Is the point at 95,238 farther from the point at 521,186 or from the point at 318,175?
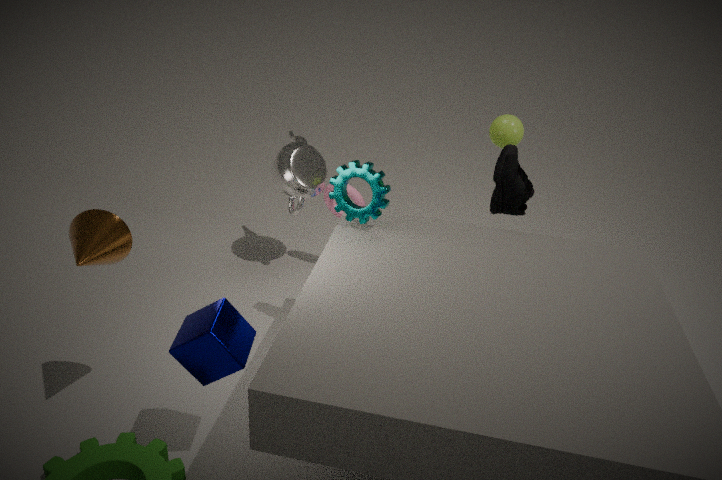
the point at 521,186
